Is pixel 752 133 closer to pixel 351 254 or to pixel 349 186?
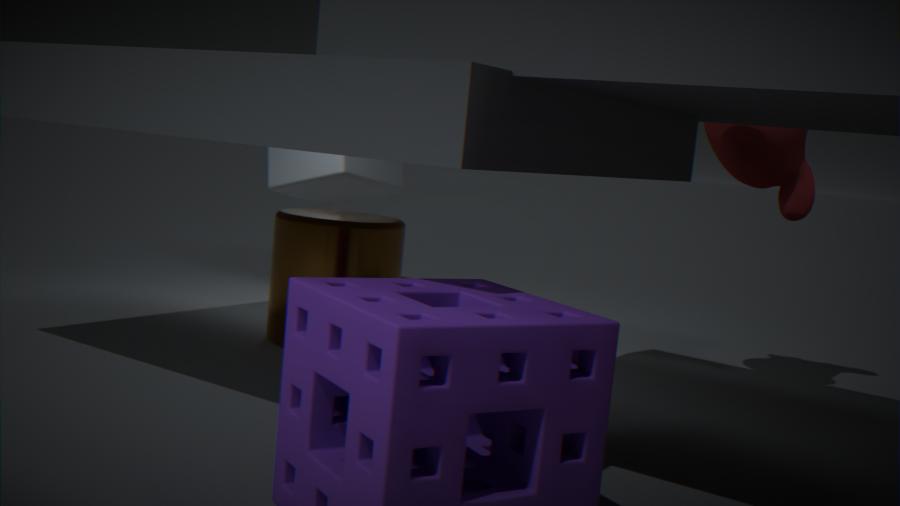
pixel 351 254
